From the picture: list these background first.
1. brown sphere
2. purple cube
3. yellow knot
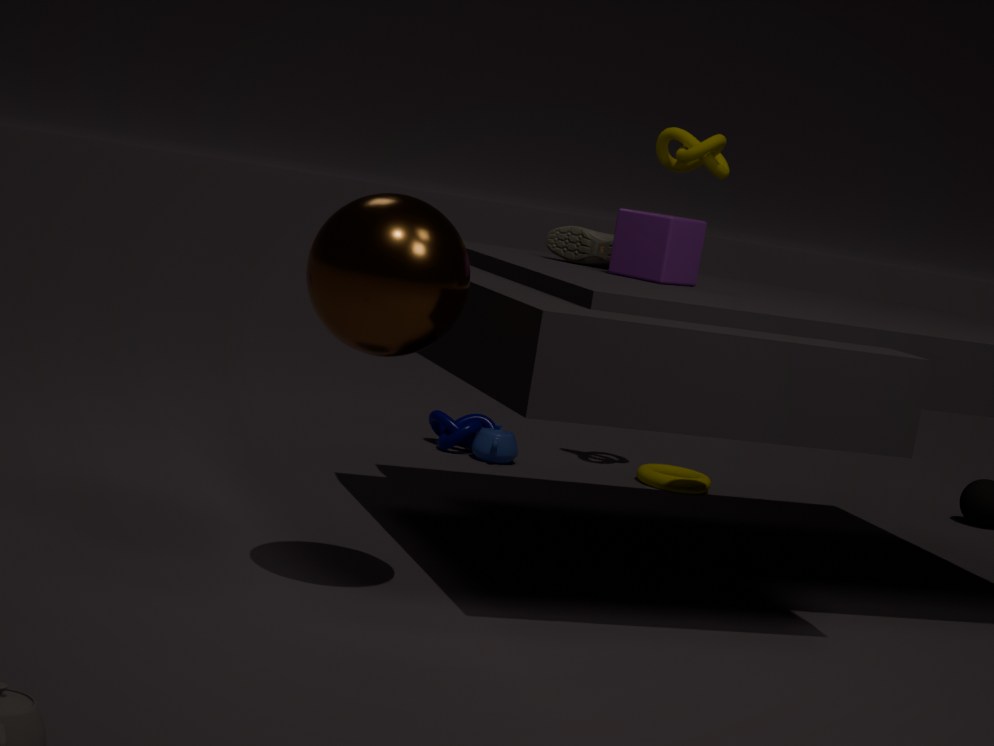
yellow knot, purple cube, brown sphere
